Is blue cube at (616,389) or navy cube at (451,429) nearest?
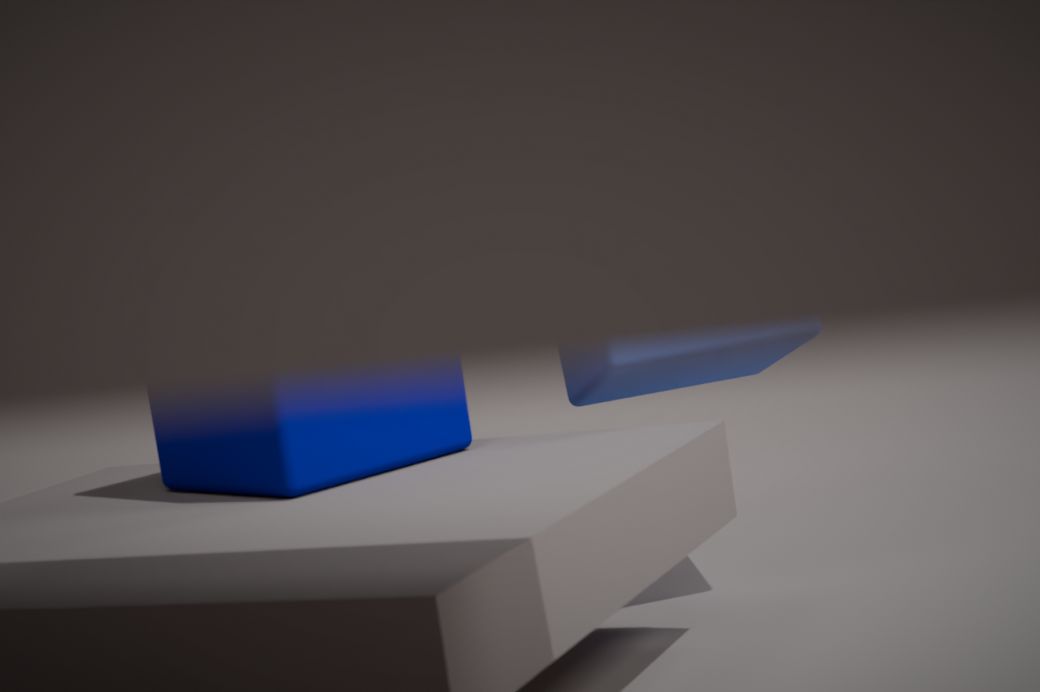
blue cube at (616,389)
